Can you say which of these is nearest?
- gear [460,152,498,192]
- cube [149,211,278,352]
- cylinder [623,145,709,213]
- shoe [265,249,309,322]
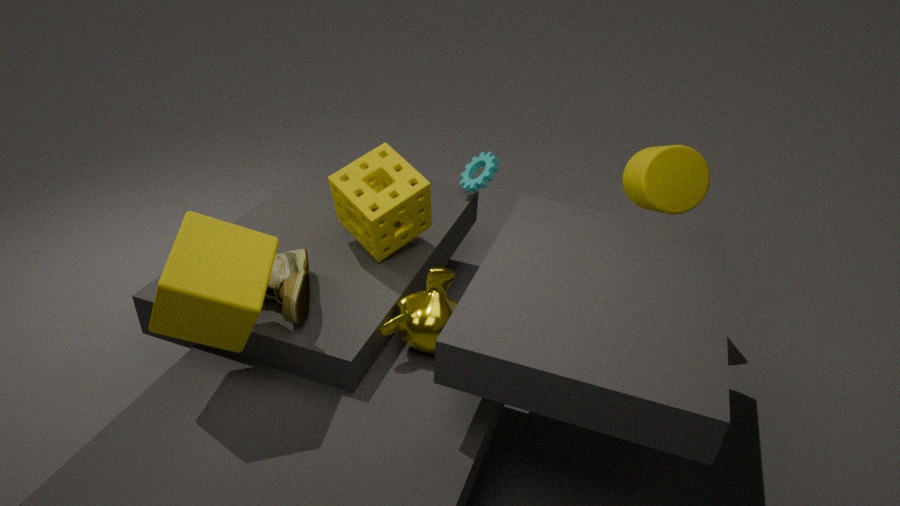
cube [149,211,278,352]
